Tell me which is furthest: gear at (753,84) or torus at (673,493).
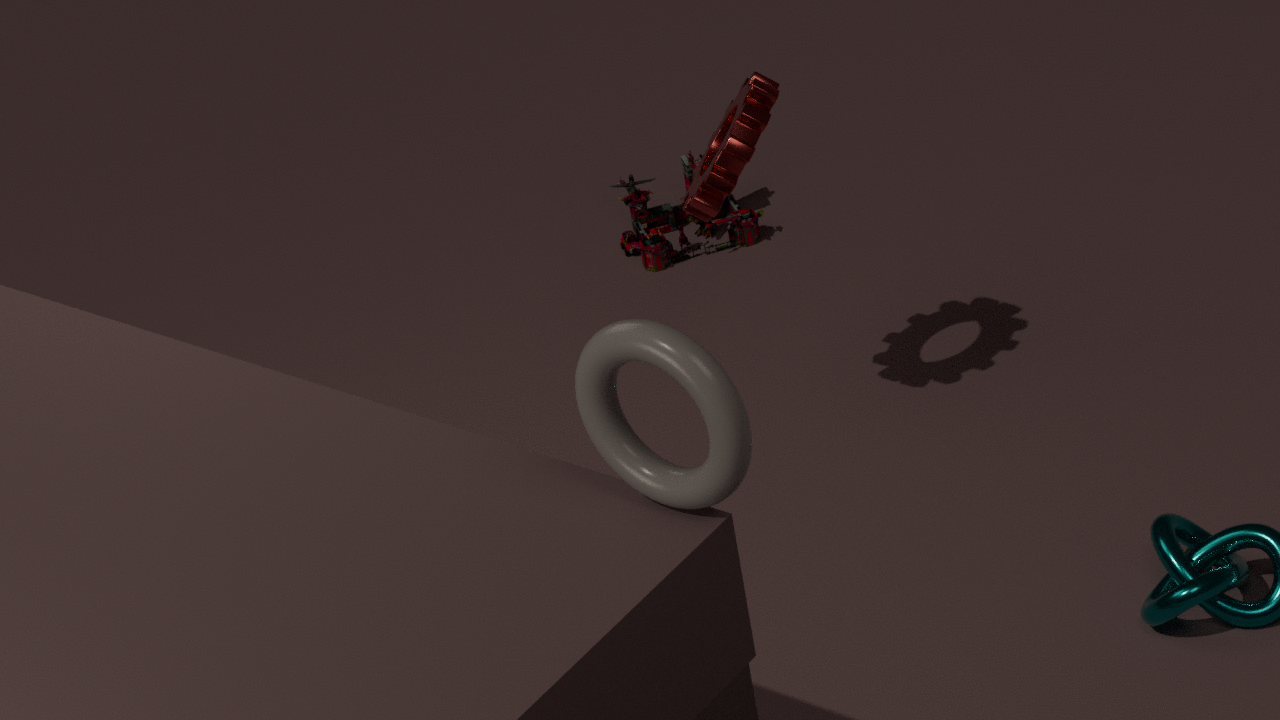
gear at (753,84)
